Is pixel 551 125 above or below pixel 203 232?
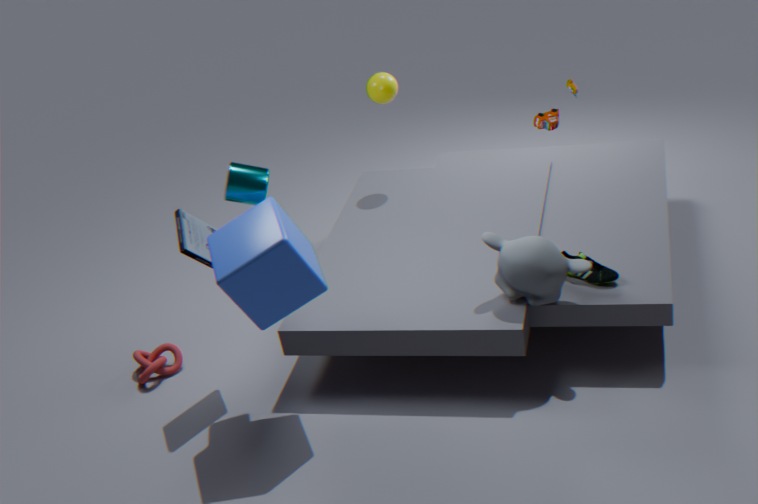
above
